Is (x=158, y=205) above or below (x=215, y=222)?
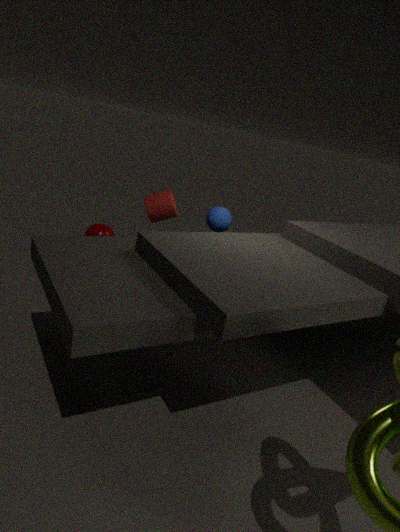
above
